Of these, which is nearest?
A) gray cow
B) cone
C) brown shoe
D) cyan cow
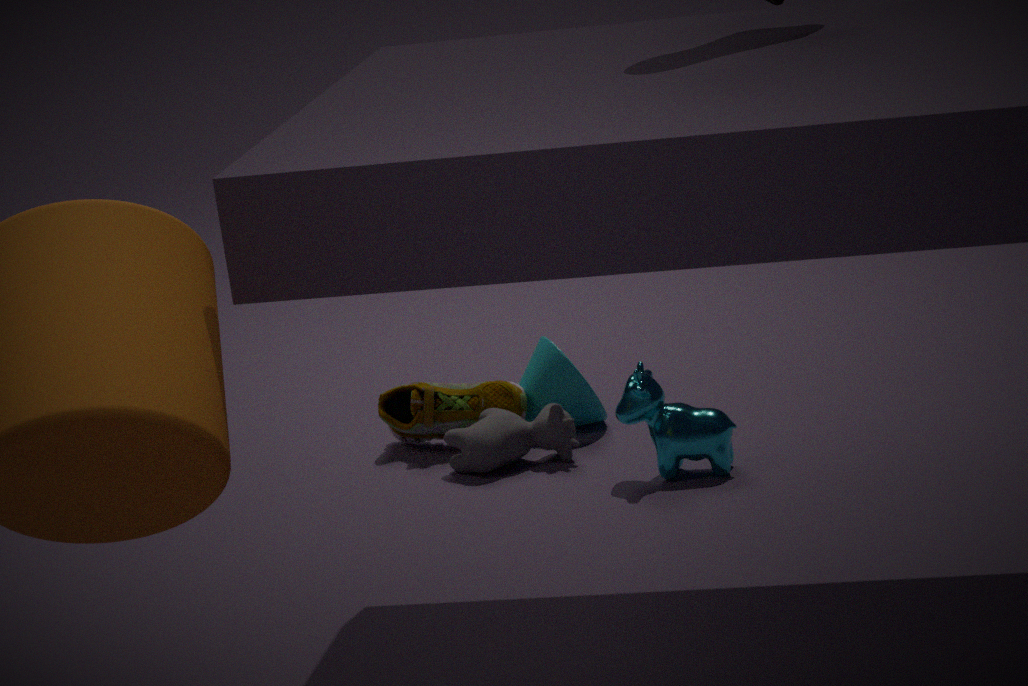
cyan cow
